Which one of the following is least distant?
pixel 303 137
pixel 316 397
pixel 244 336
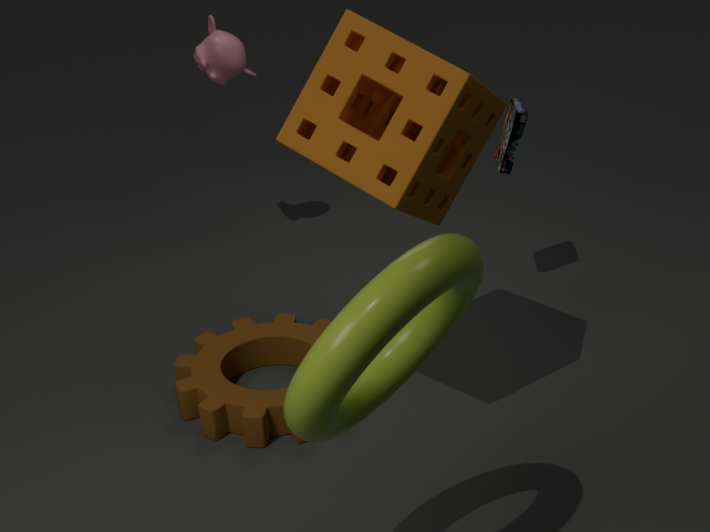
pixel 316 397
